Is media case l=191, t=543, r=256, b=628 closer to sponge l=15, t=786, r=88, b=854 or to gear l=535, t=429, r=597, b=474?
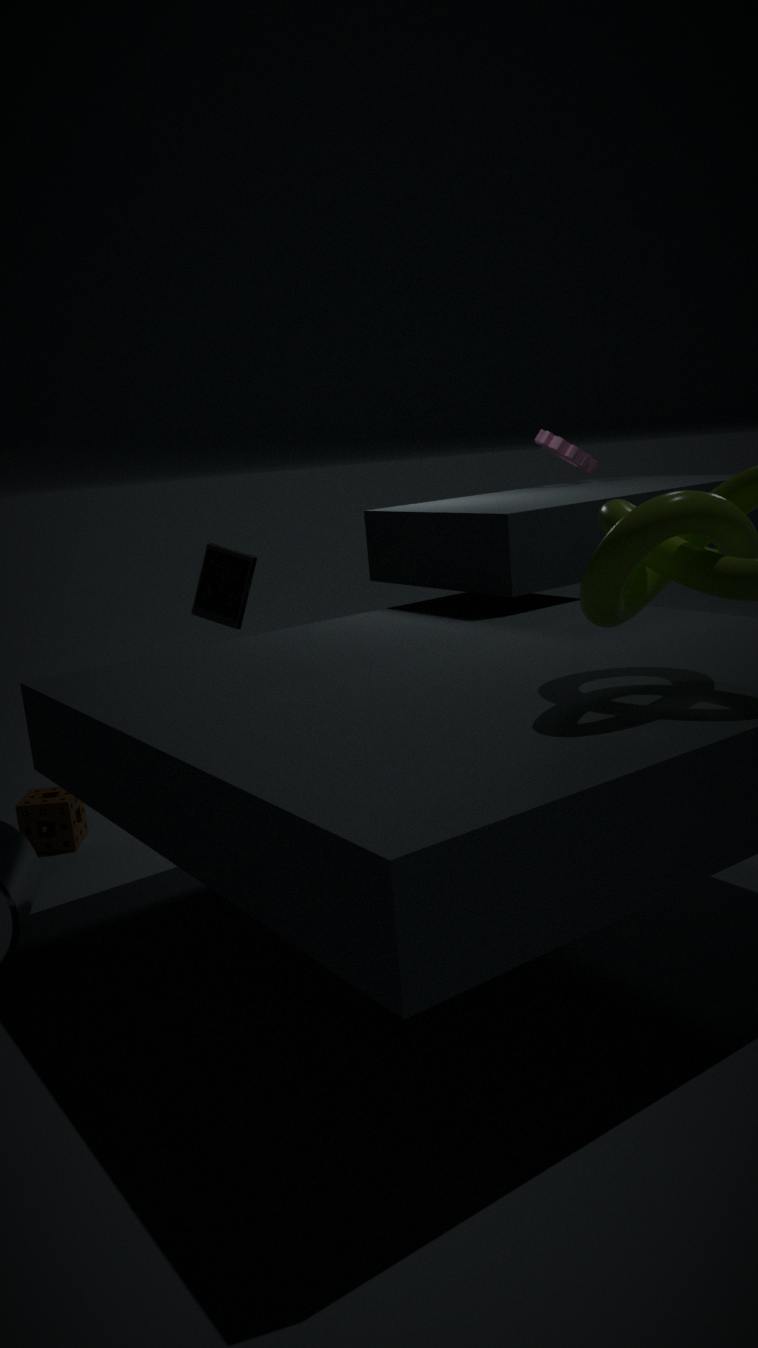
sponge l=15, t=786, r=88, b=854
